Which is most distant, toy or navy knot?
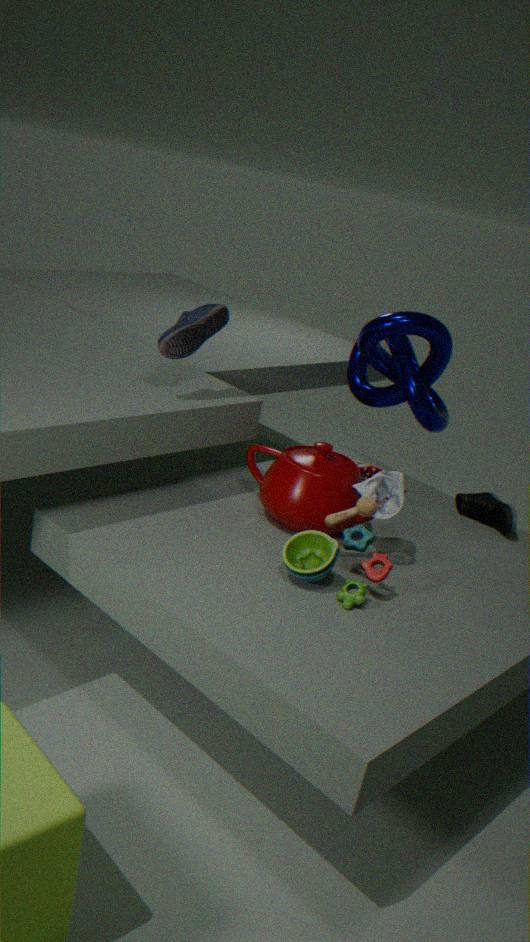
navy knot
